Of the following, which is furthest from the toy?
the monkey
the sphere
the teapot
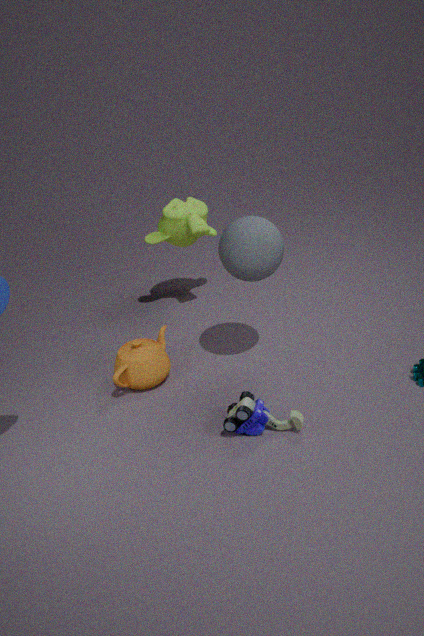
the monkey
